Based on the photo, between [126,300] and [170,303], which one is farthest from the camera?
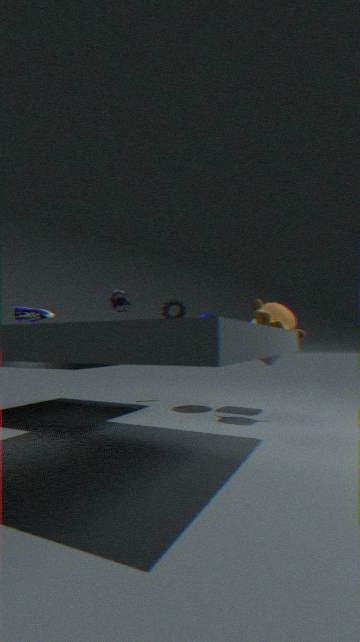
[170,303]
